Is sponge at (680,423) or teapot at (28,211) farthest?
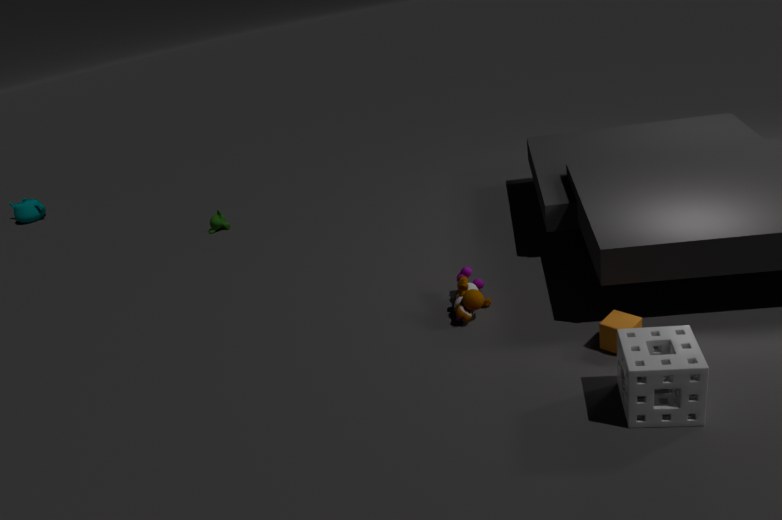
teapot at (28,211)
